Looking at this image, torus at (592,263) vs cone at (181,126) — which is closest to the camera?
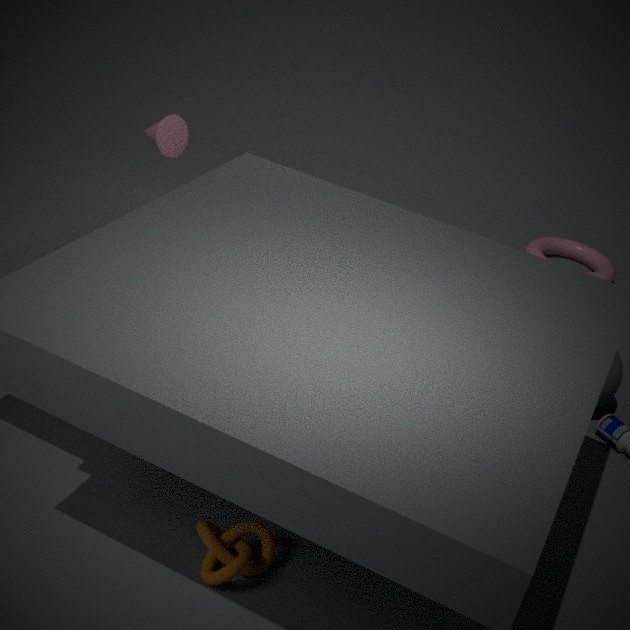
cone at (181,126)
